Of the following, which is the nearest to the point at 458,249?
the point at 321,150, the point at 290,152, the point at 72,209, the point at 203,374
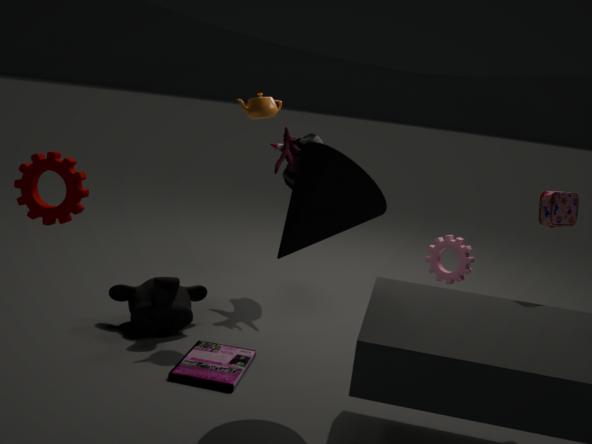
the point at 290,152
